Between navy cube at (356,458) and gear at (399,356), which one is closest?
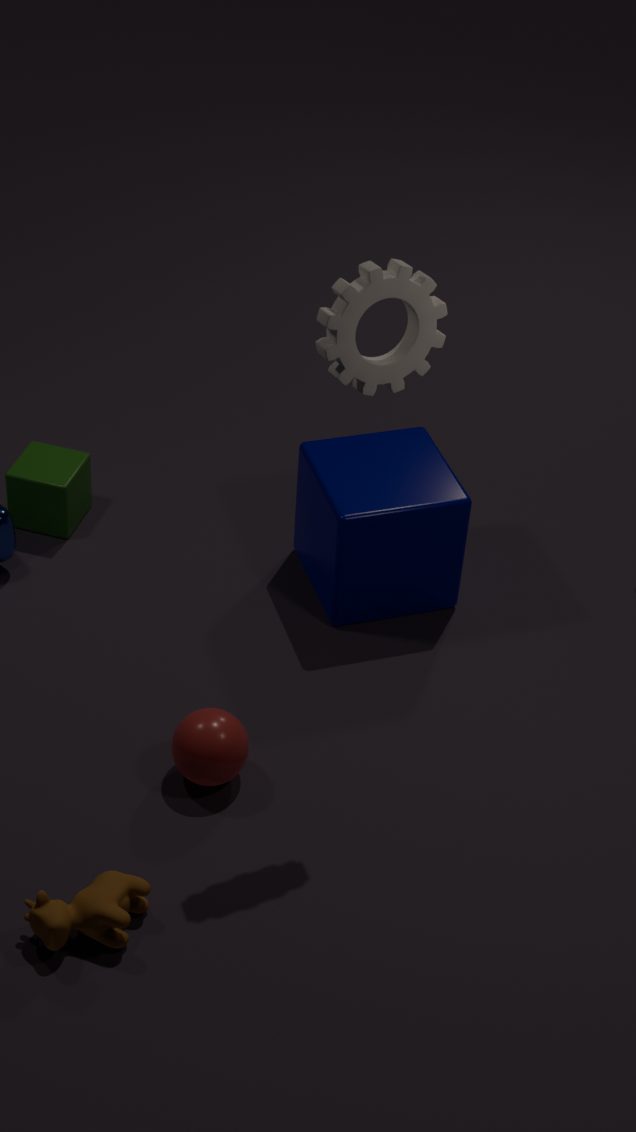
gear at (399,356)
